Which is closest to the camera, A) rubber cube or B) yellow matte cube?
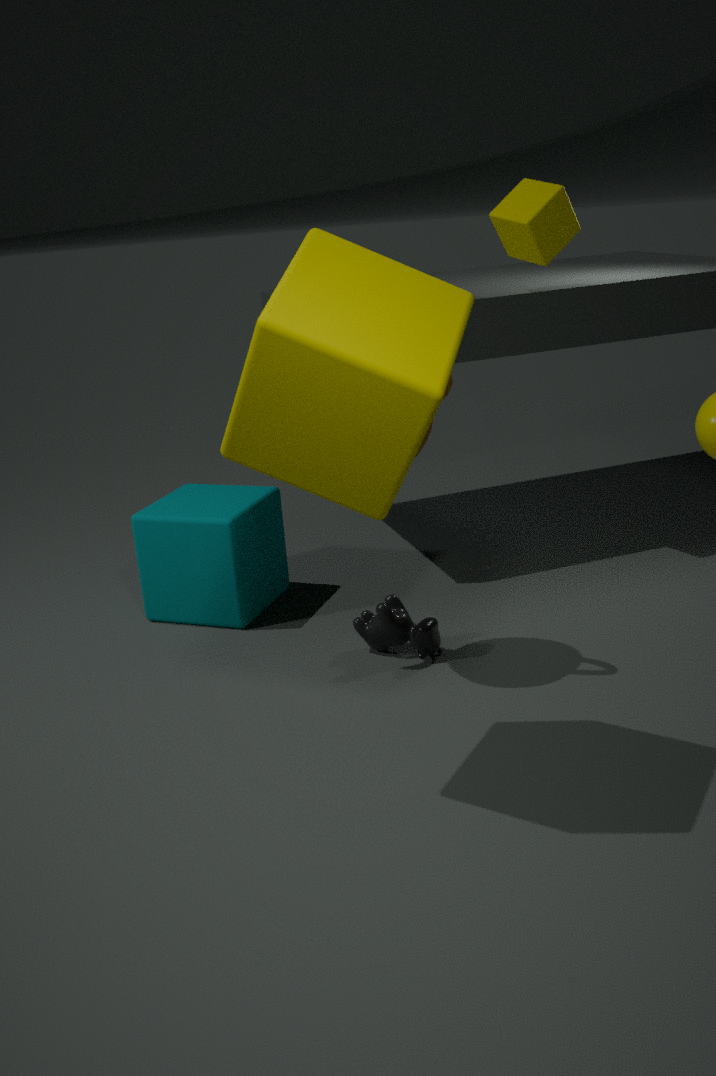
B. yellow matte cube
